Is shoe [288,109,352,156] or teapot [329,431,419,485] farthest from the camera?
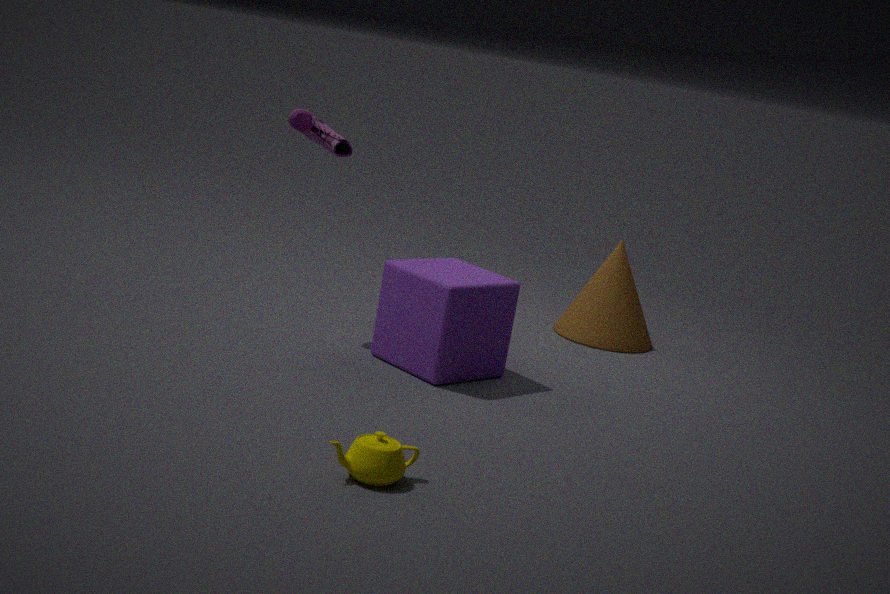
shoe [288,109,352,156]
